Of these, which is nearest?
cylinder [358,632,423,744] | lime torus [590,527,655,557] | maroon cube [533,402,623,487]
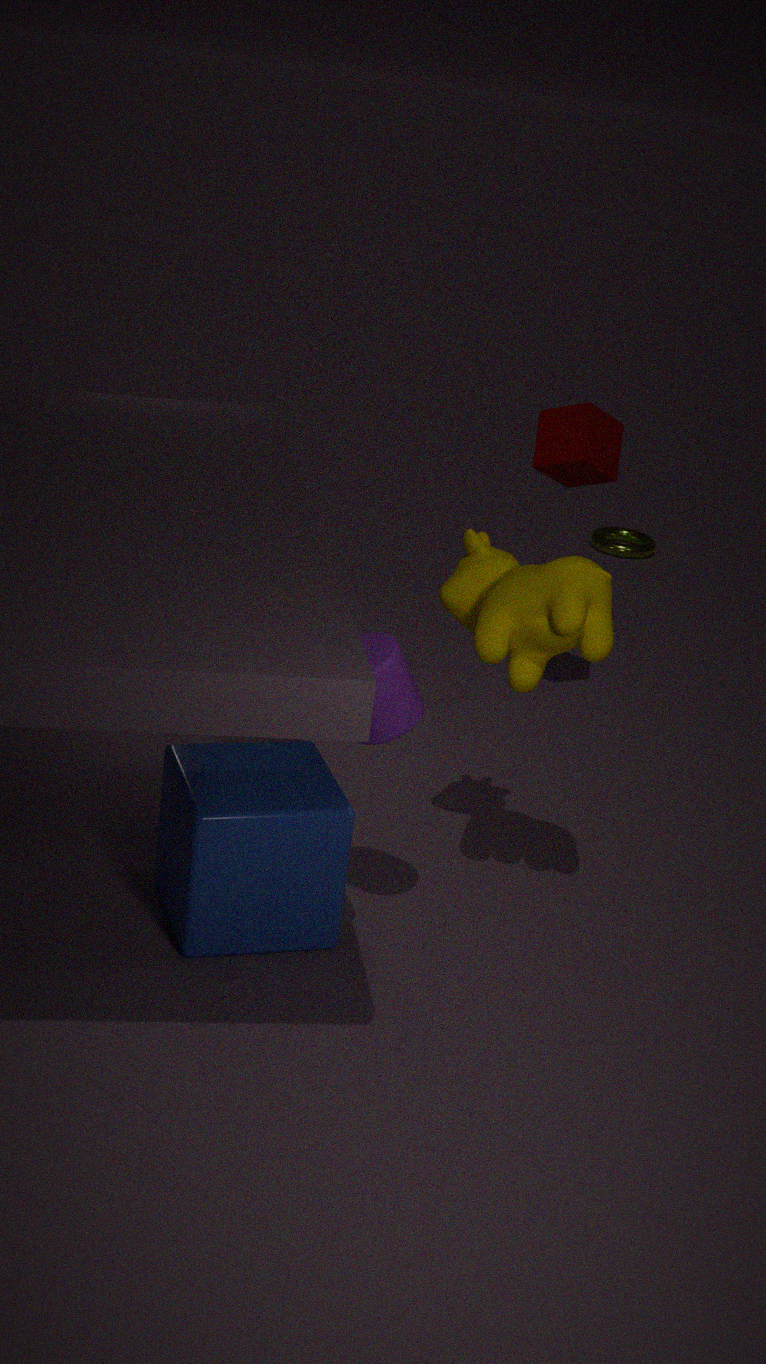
cylinder [358,632,423,744]
